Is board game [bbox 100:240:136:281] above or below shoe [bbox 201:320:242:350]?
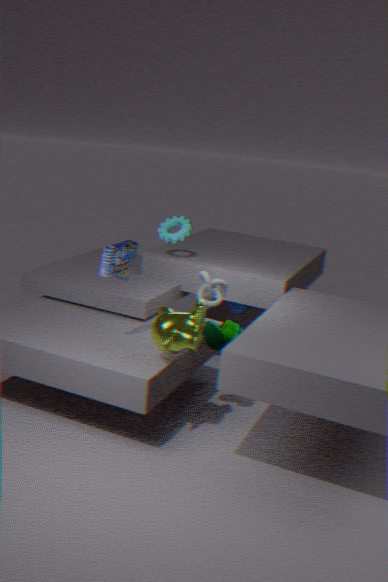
above
